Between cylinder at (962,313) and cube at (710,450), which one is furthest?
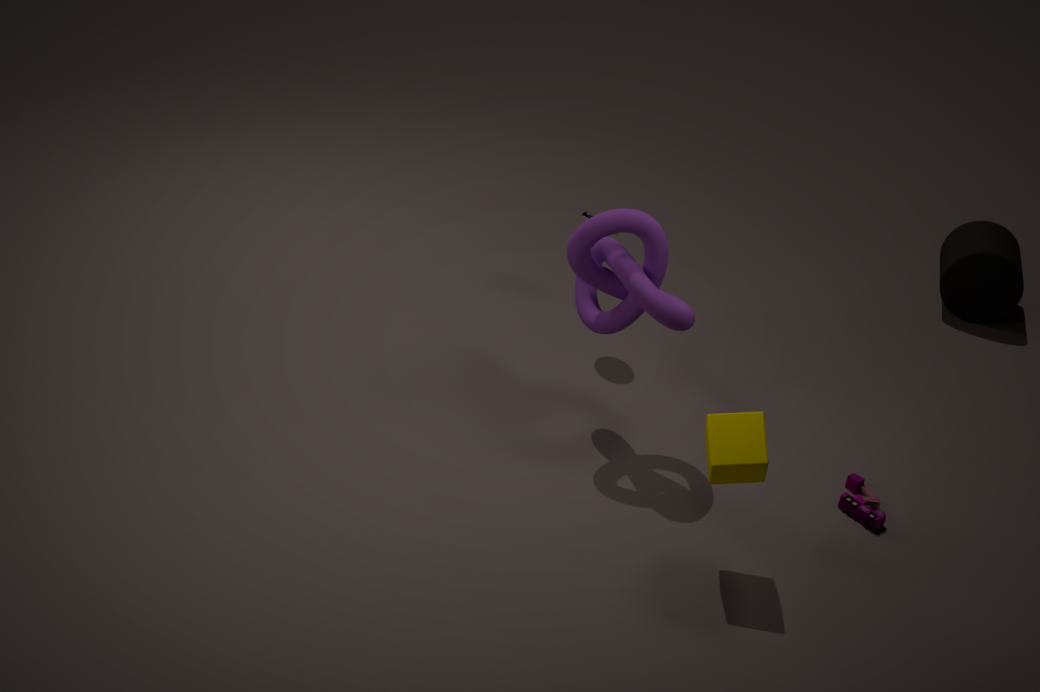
cylinder at (962,313)
